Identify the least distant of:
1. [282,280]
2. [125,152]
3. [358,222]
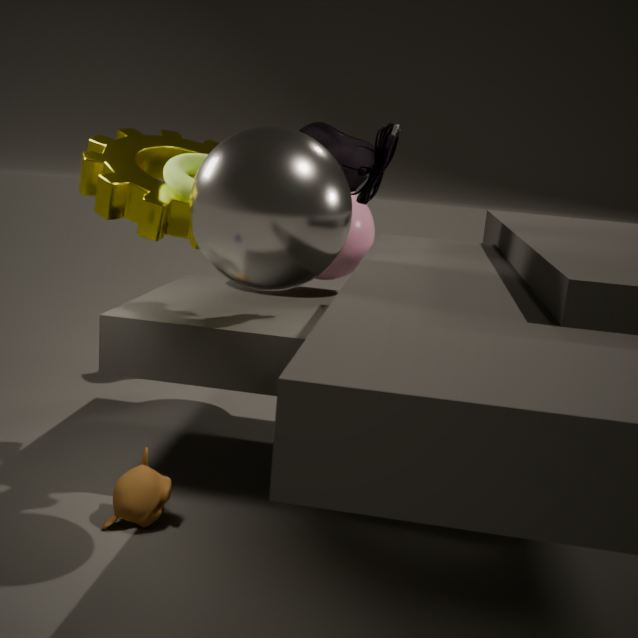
[282,280]
